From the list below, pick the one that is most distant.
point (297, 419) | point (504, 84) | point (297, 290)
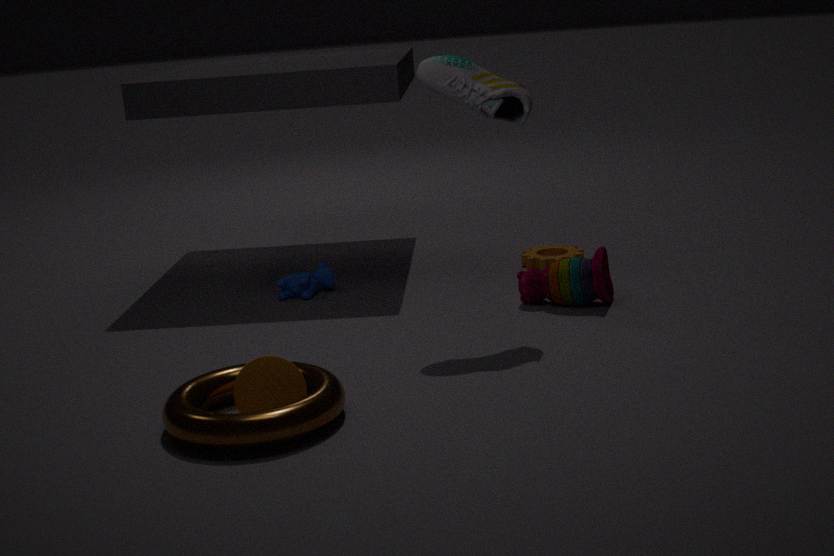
point (297, 290)
